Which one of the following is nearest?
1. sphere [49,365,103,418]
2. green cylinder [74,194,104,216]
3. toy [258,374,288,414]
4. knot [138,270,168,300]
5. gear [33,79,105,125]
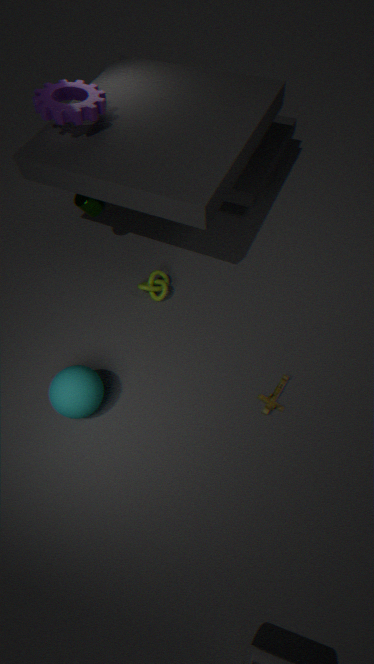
sphere [49,365,103,418]
